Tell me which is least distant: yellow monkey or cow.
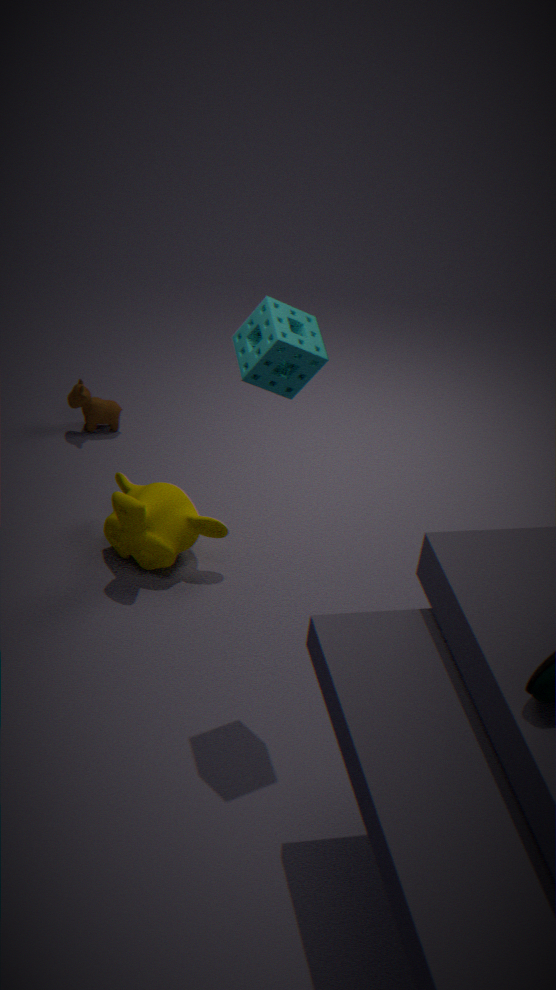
yellow monkey
